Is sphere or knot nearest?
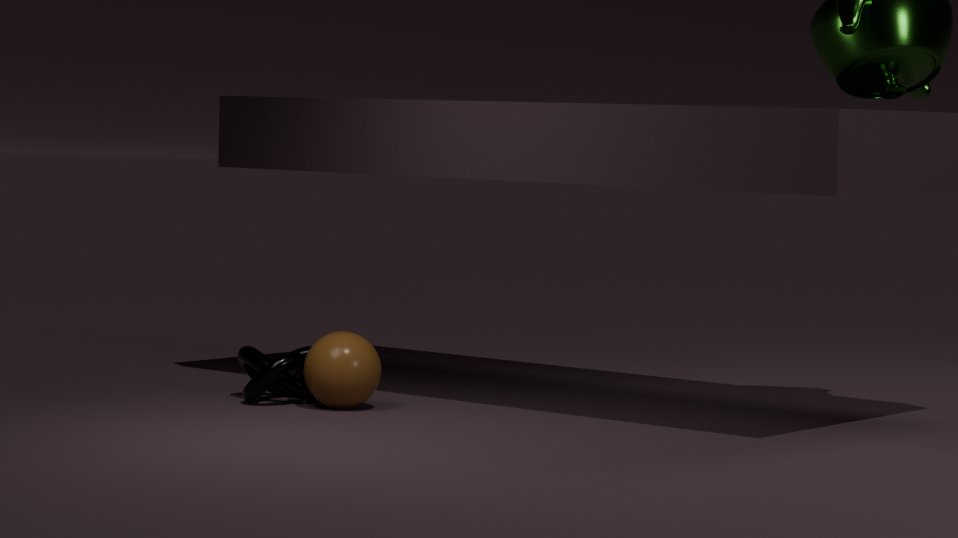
sphere
